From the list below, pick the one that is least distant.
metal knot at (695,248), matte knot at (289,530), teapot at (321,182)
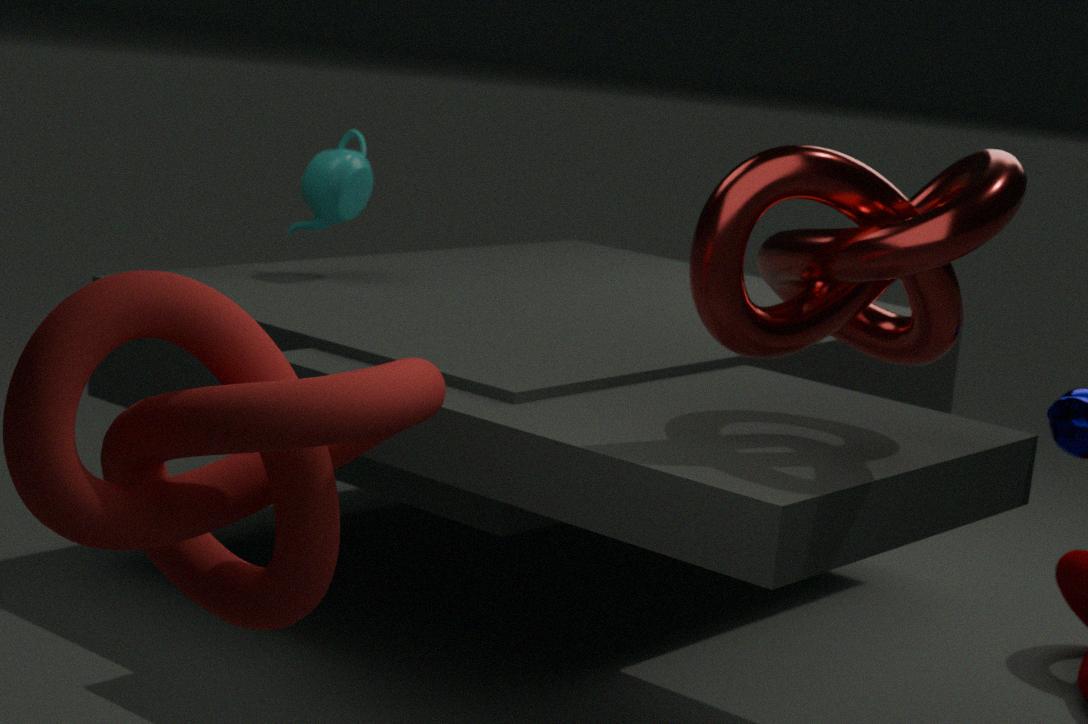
matte knot at (289,530)
